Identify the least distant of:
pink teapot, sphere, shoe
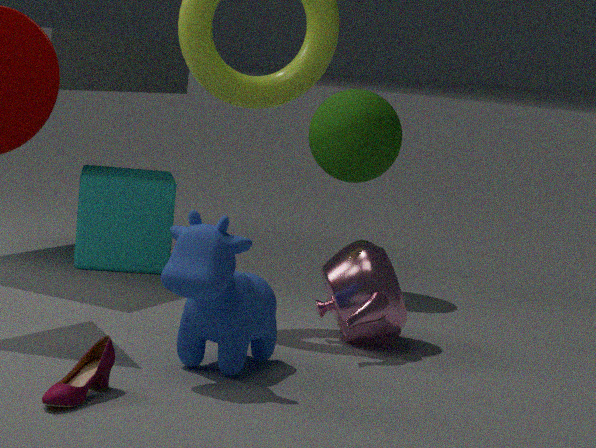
shoe
